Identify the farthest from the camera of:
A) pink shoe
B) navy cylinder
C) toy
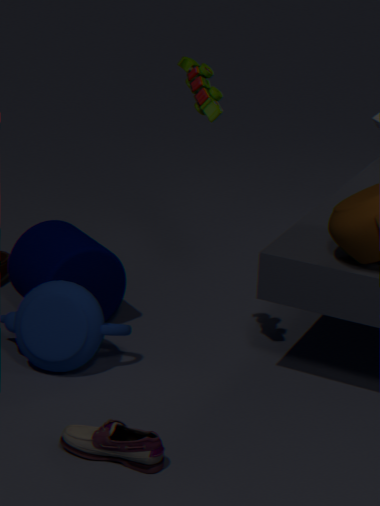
navy cylinder
